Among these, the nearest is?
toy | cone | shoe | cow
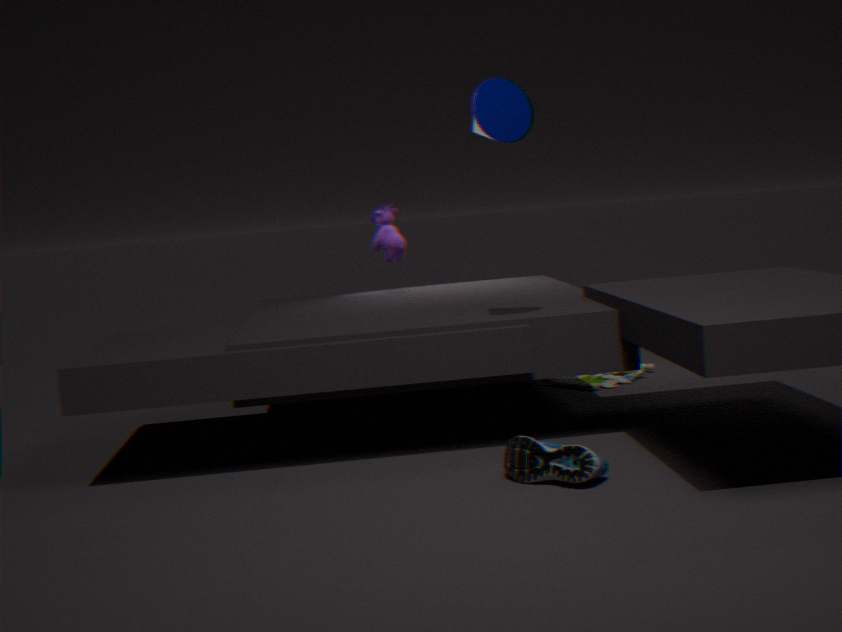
shoe
